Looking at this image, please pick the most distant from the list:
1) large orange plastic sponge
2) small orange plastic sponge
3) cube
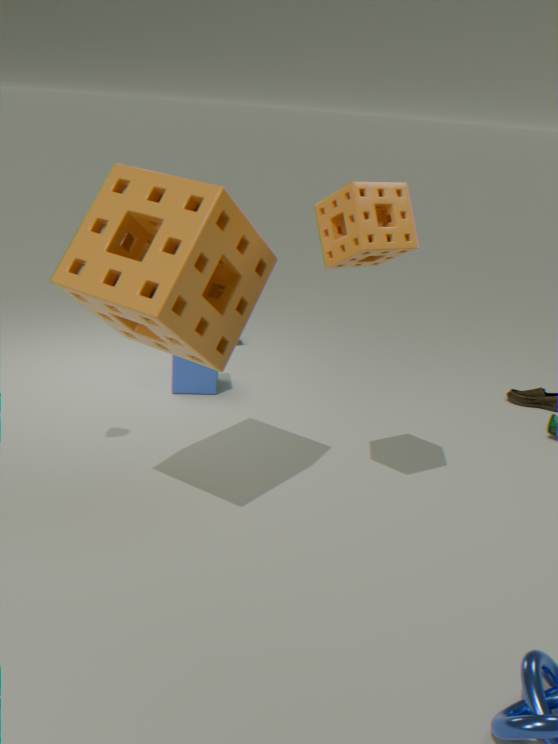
3. cube
